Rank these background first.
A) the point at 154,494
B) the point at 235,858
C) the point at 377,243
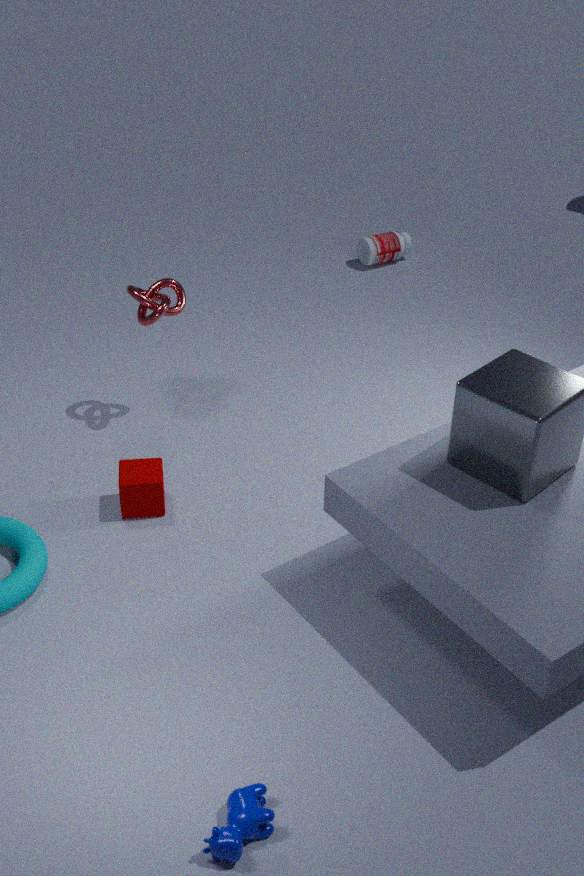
the point at 377,243 → the point at 154,494 → the point at 235,858
